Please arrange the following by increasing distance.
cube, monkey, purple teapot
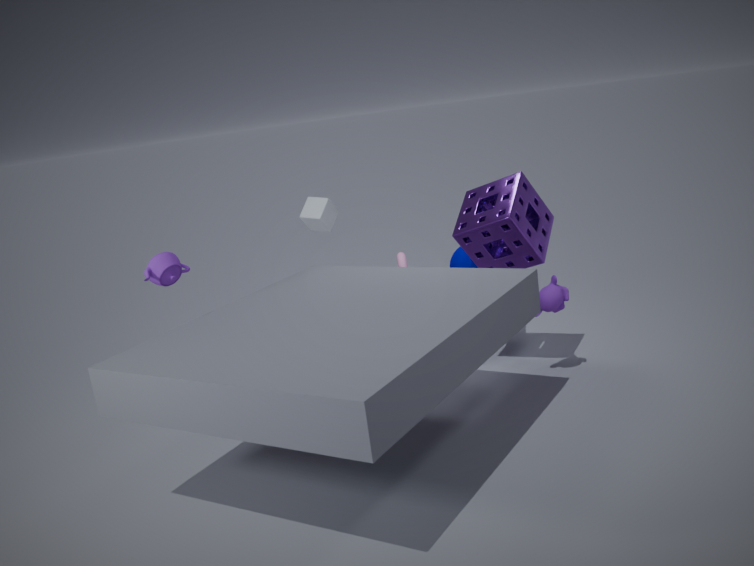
purple teapot, monkey, cube
